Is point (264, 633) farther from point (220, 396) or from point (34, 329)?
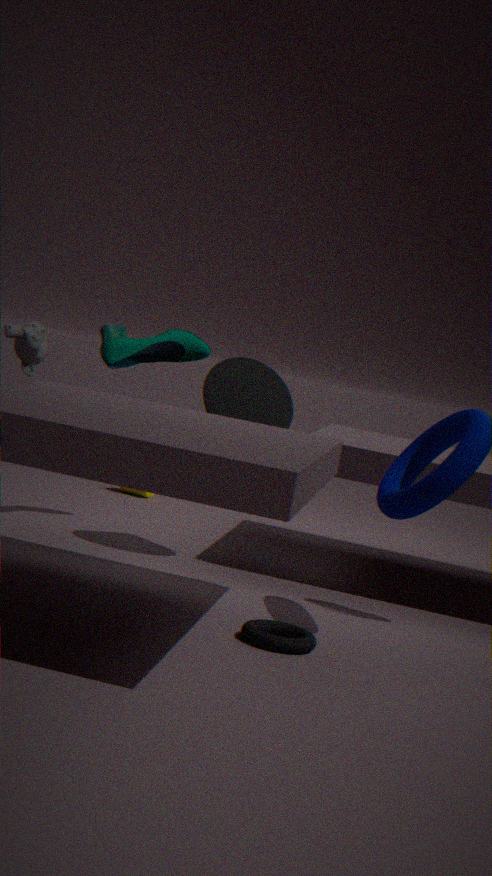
point (34, 329)
